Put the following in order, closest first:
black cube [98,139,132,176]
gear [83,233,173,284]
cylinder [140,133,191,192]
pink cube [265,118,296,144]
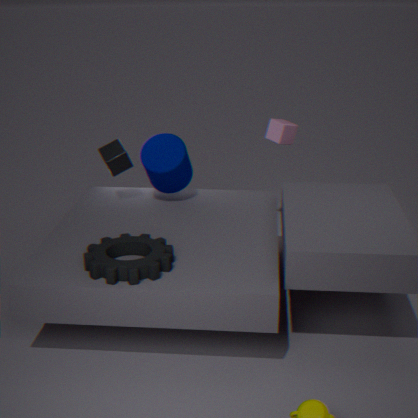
gear [83,233,173,284], cylinder [140,133,191,192], black cube [98,139,132,176], pink cube [265,118,296,144]
